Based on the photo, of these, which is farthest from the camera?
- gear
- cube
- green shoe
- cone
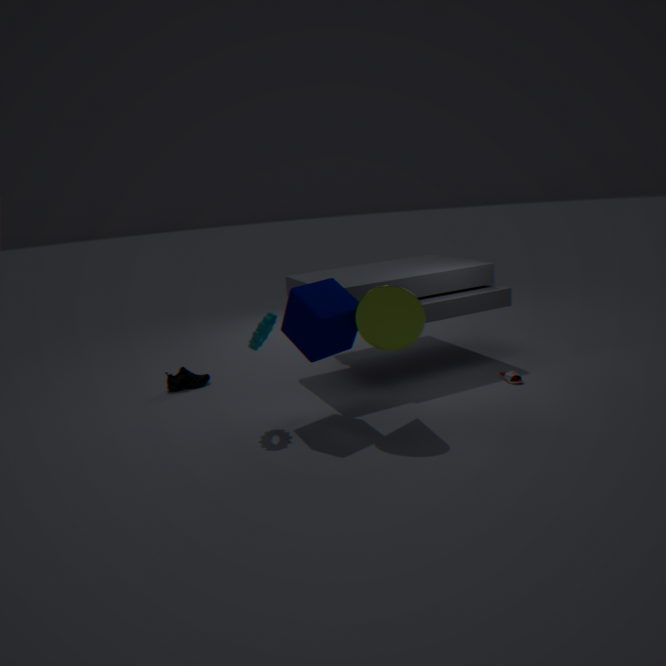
green shoe
